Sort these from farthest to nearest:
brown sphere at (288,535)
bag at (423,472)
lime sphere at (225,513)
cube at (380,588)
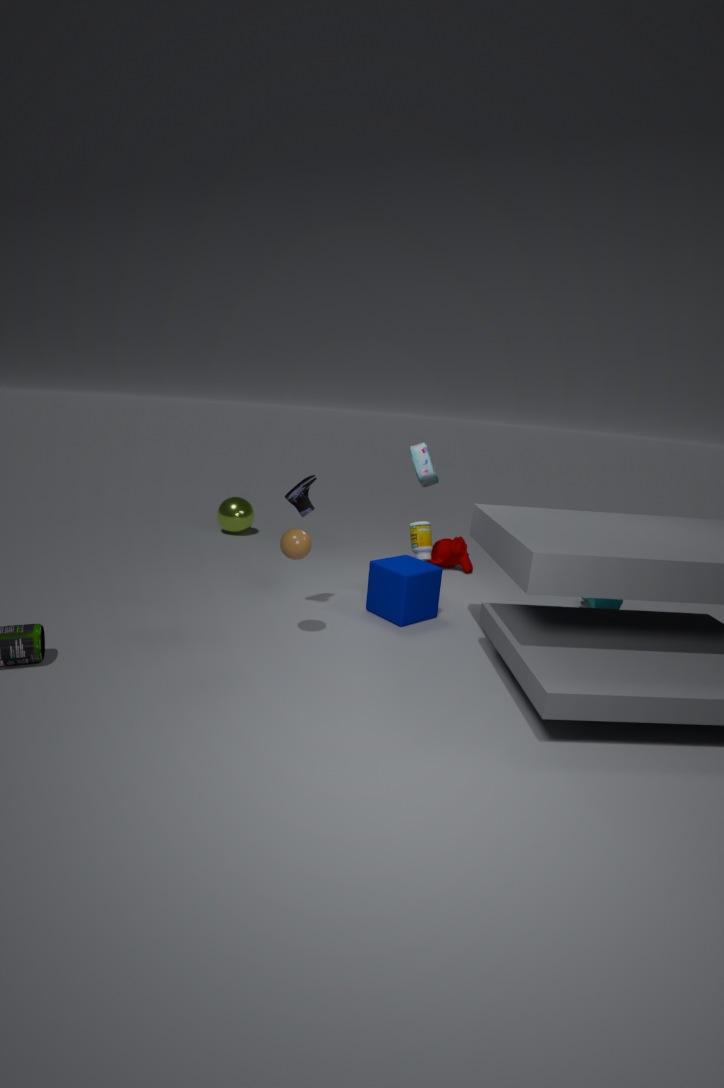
lime sphere at (225,513)
bag at (423,472)
cube at (380,588)
brown sphere at (288,535)
